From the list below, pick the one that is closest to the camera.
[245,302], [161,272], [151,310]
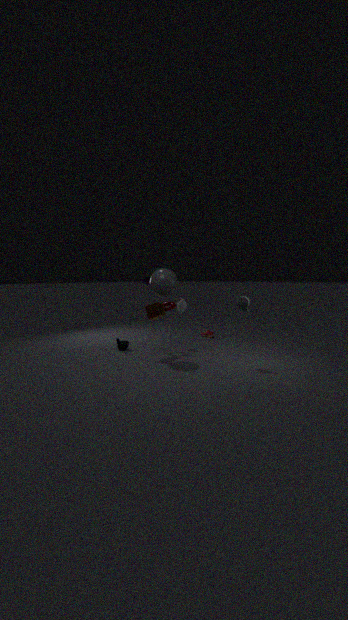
[245,302]
